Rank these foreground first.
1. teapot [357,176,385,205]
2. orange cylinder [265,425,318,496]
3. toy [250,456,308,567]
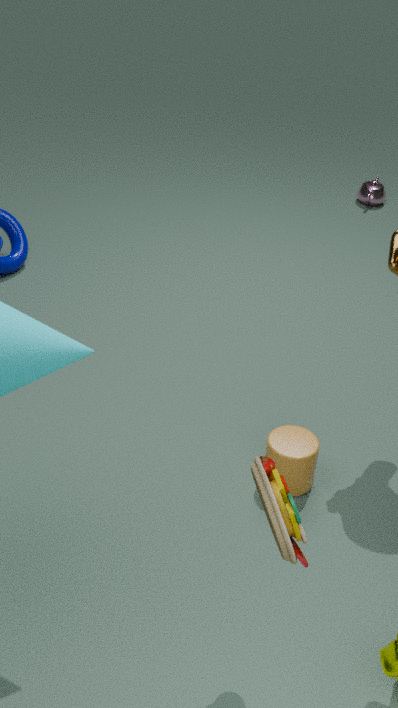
toy [250,456,308,567] < orange cylinder [265,425,318,496] < teapot [357,176,385,205]
